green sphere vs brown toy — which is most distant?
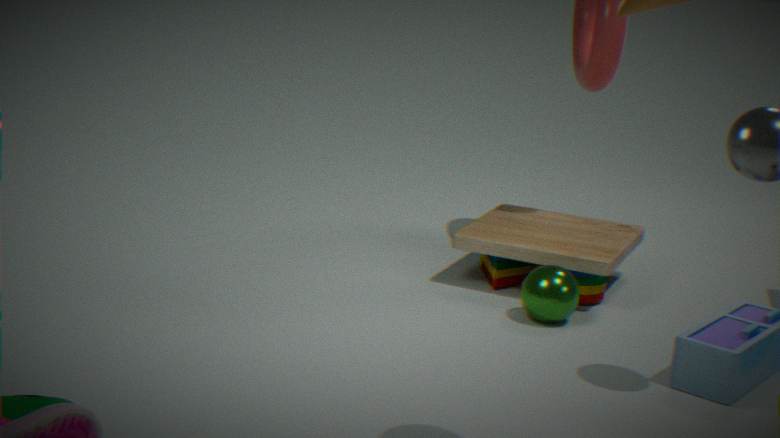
brown toy
